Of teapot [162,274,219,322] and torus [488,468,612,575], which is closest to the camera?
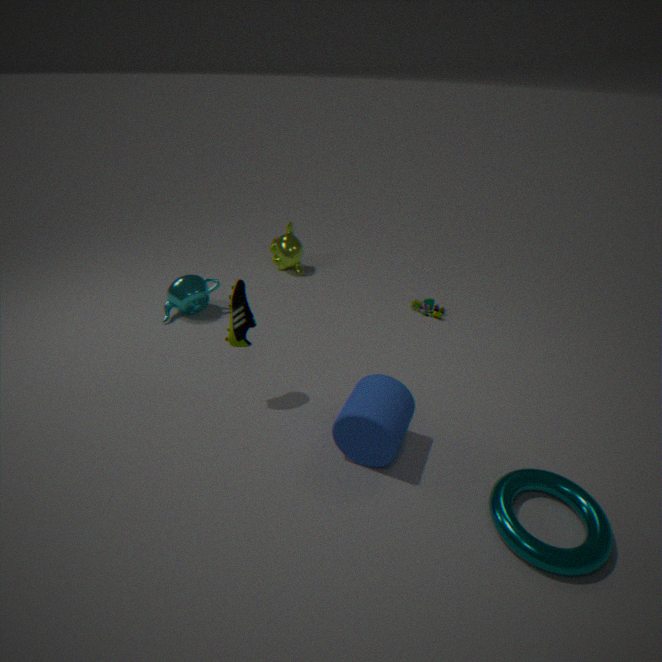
torus [488,468,612,575]
